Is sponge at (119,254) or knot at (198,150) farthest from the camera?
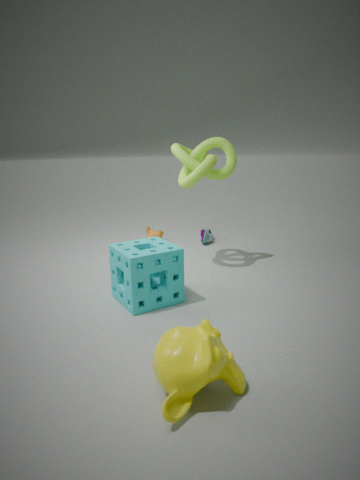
knot at (198,150)
